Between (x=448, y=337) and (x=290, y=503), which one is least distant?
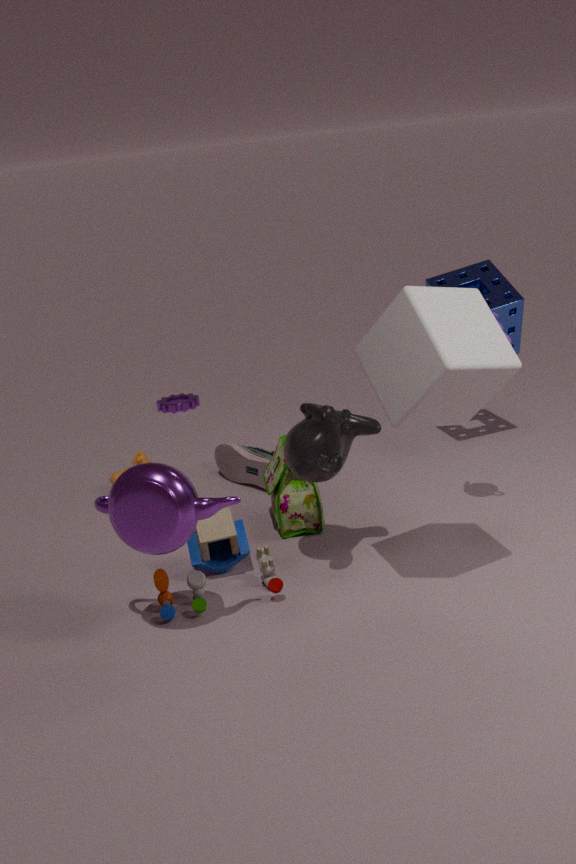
(x=448, y=337)
